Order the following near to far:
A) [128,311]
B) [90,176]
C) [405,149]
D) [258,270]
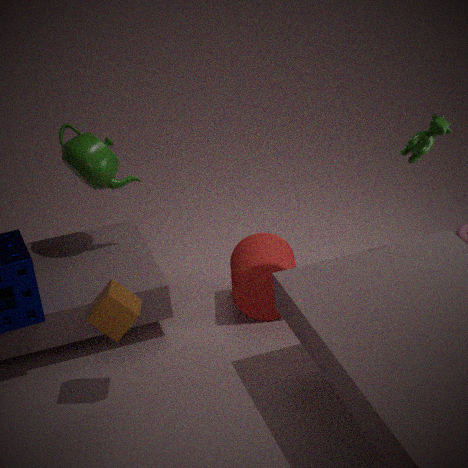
[128,311], [405,149], [258,270], [90,176]
